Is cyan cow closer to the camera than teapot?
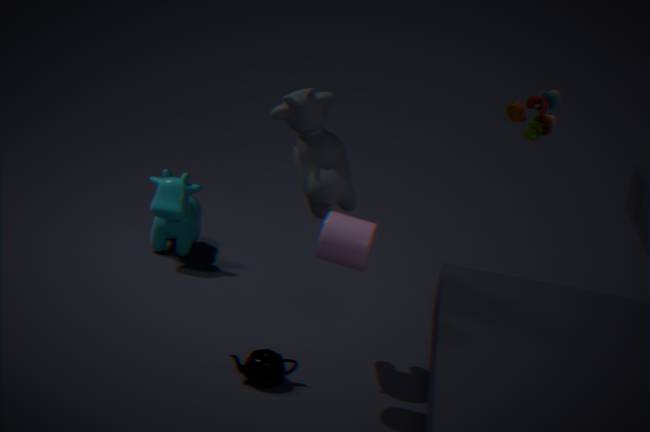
No
